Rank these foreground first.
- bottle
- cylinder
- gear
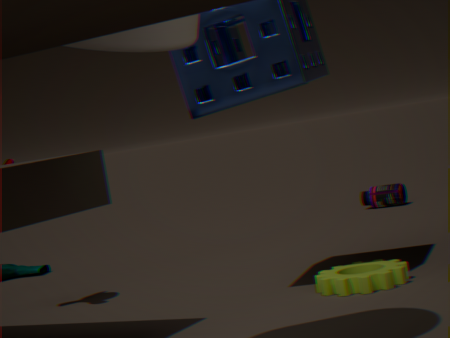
1. cylinder
2. gear
3. bottle
